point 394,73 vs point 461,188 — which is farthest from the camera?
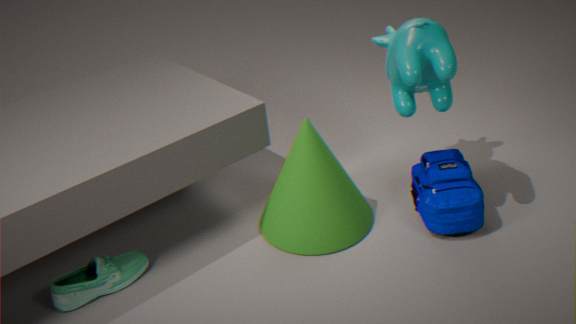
point 461,188
